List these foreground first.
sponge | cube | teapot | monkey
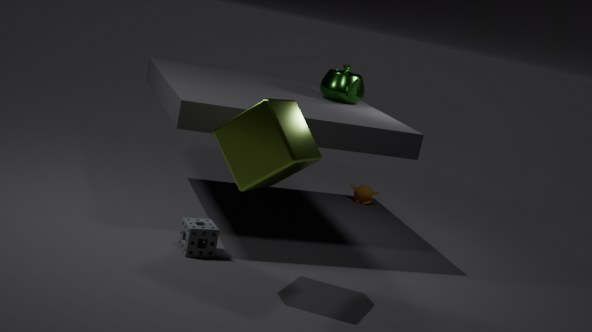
1. cube
2. sponge
3. teapot
4. monkey
